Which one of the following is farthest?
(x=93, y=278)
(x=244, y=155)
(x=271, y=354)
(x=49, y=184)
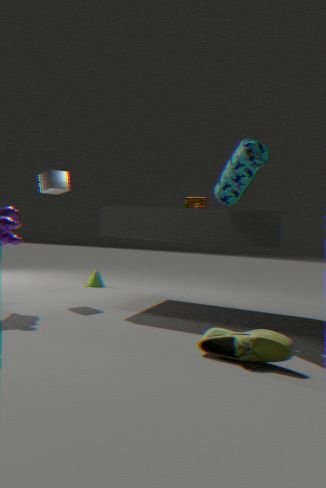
(x=93, y=278)
